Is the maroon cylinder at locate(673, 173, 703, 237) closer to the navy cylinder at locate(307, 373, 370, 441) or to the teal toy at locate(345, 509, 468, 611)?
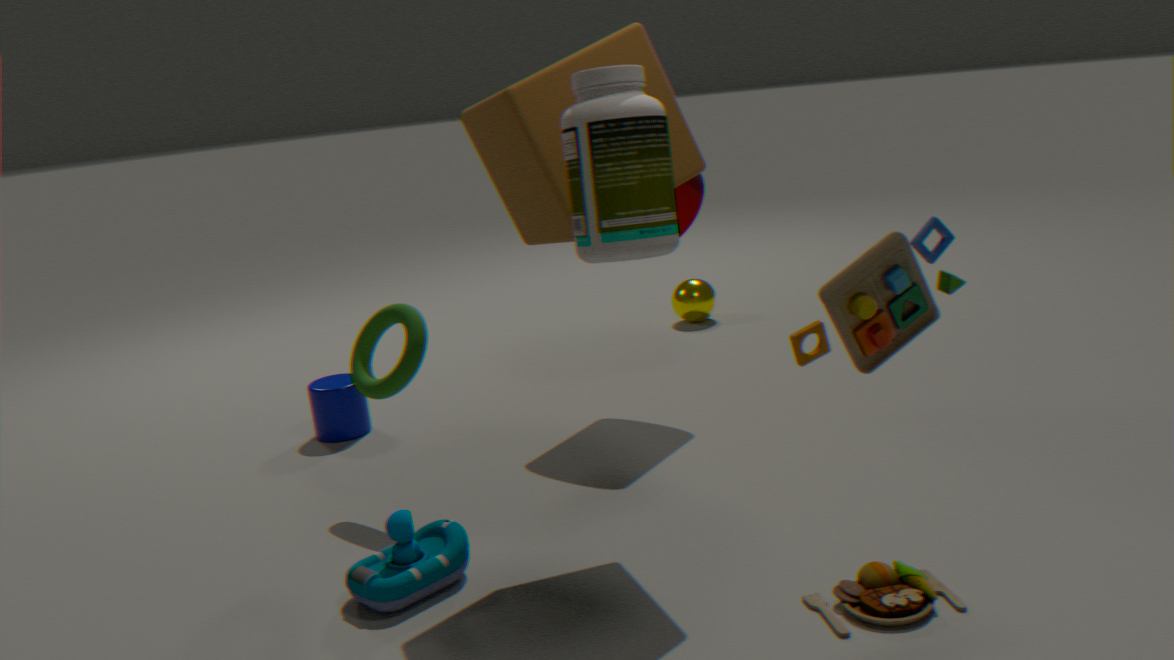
the navy cylinder at locate(307, 373, 370, 441)
